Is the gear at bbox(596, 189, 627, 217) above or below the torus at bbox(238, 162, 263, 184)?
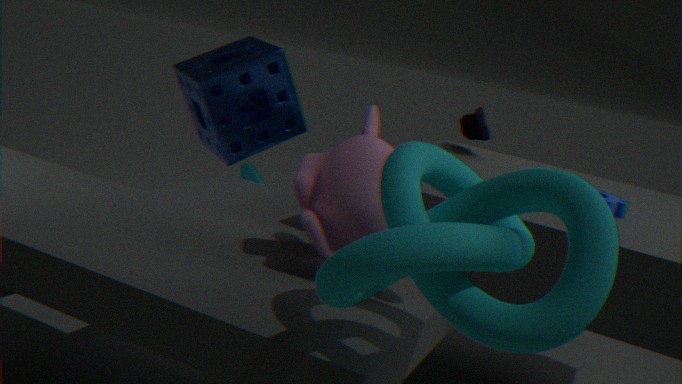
above
